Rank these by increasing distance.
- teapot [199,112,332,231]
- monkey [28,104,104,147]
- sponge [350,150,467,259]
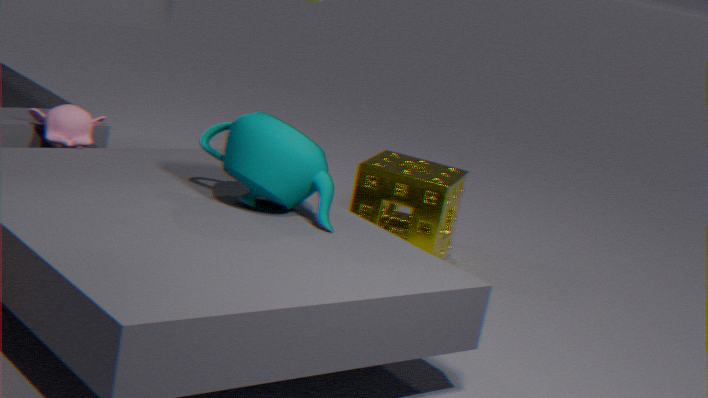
teapot [199,112,332,231]
monkey [28,104,104,147]
sponge [350,150,467,259]
